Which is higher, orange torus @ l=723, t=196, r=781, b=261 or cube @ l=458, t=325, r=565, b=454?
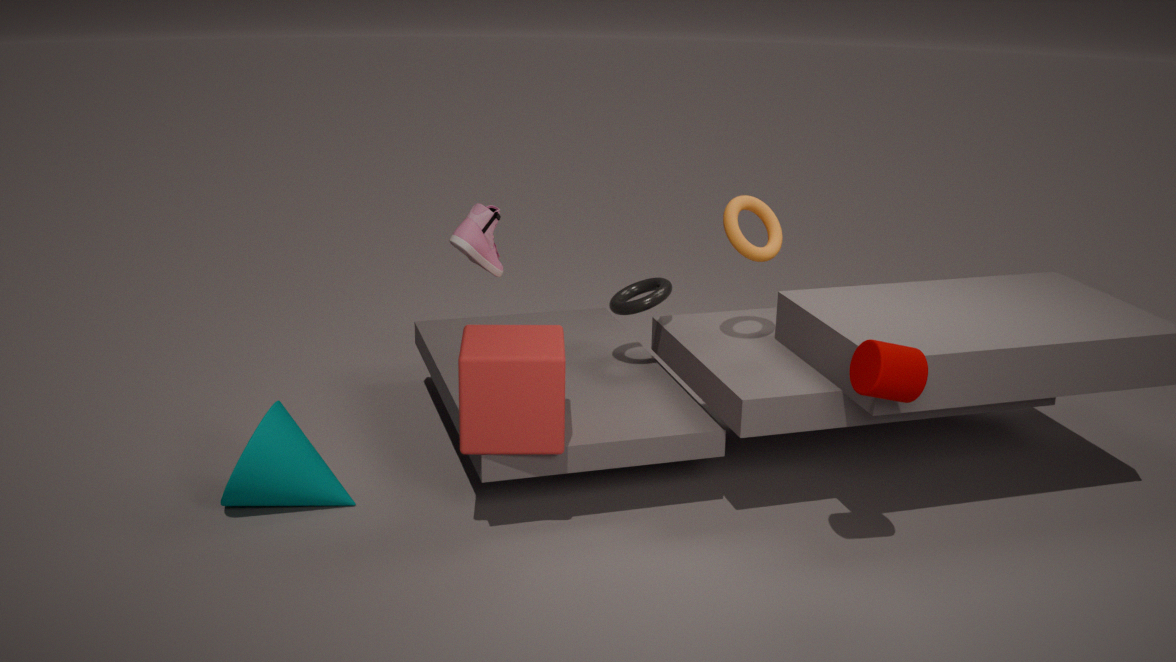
orange torus @ l=723, t=196, r=781, b=261
